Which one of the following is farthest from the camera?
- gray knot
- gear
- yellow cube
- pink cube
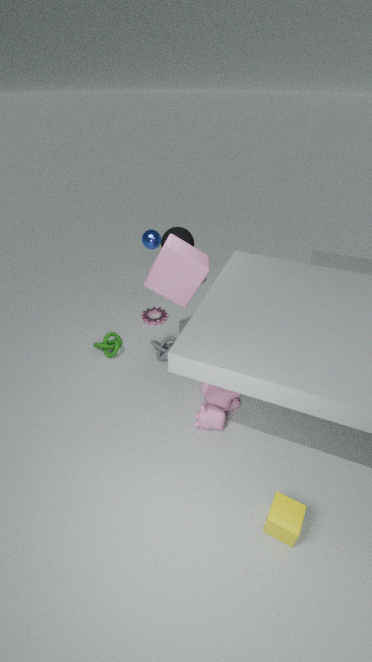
gear
